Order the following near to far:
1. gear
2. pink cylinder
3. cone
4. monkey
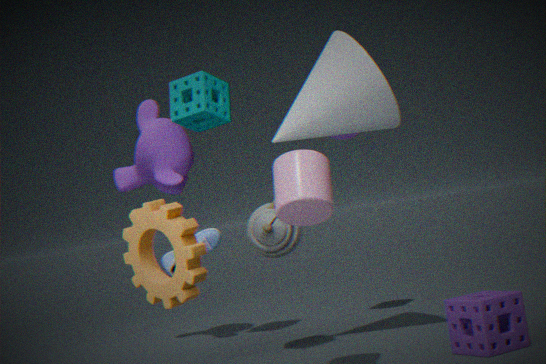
→ gear < pink cylinder < cone < monkey
